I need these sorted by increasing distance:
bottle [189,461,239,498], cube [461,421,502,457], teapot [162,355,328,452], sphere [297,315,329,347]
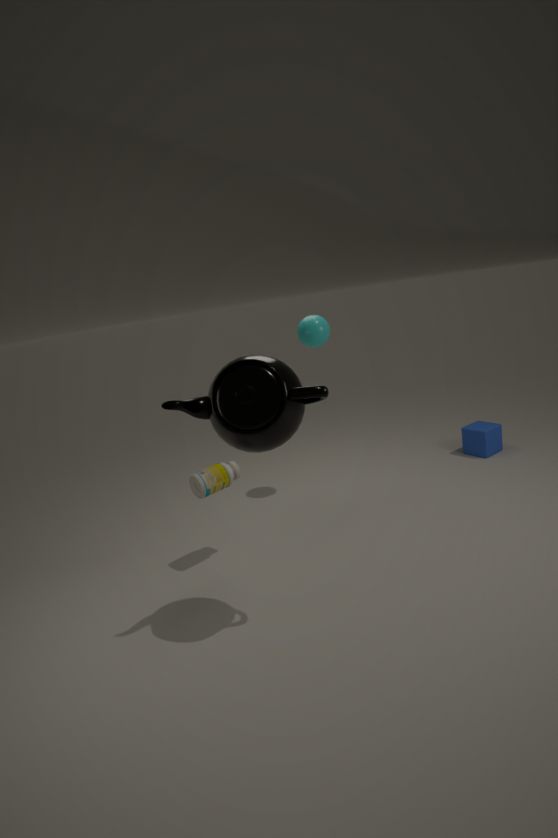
1. teapot [162,355,328,452]
2. bottle [189,461,239,498]
3. sphere [297,315,329,347]
4. cube [461,421,502,457]
